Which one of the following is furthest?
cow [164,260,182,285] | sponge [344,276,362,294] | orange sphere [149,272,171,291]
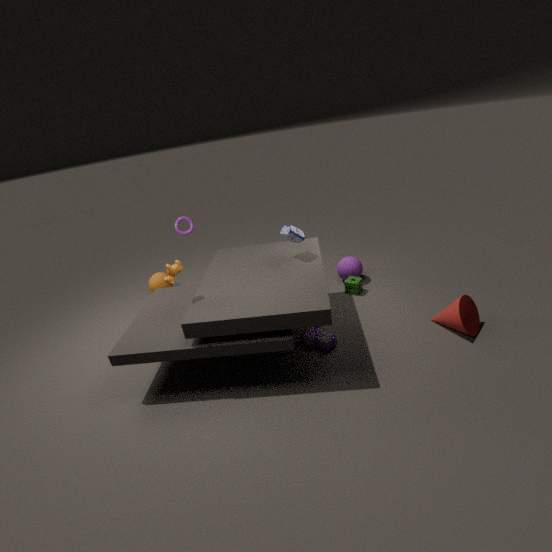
orange sphere [149,272,171,291]
